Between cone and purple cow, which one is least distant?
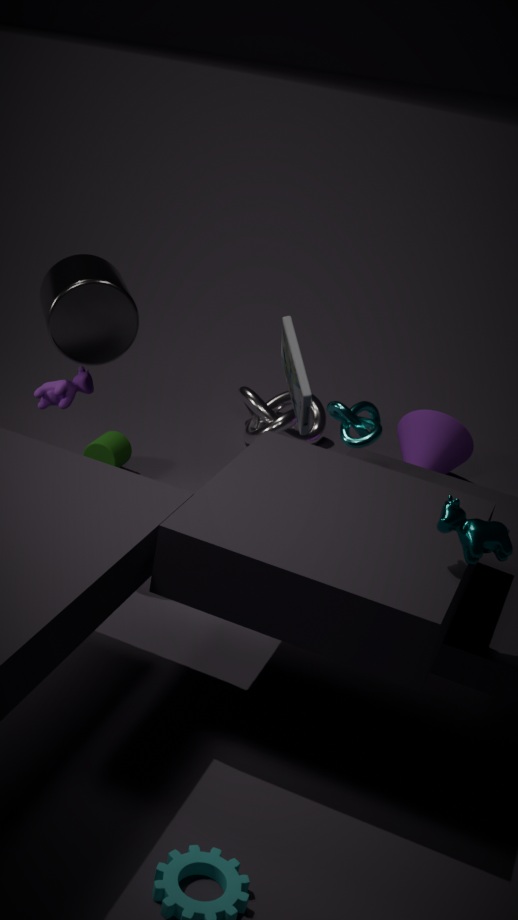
purple cow
